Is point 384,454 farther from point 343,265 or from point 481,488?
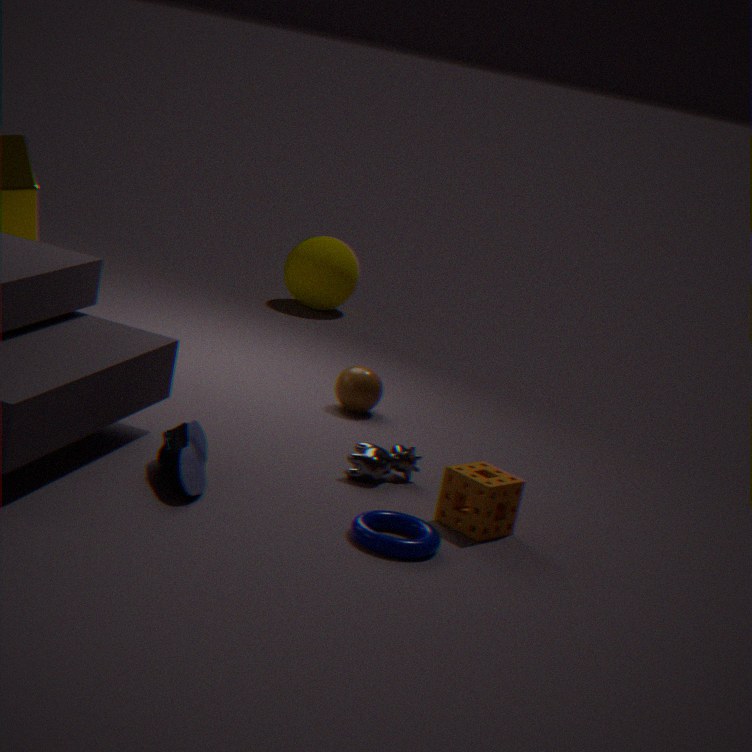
point 343,265
